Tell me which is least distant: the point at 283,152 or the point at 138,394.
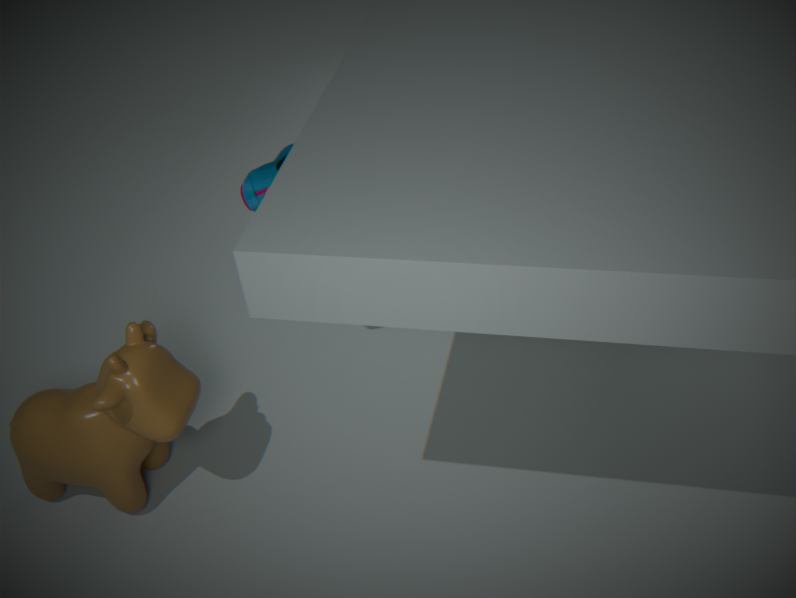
the point at 138,394
